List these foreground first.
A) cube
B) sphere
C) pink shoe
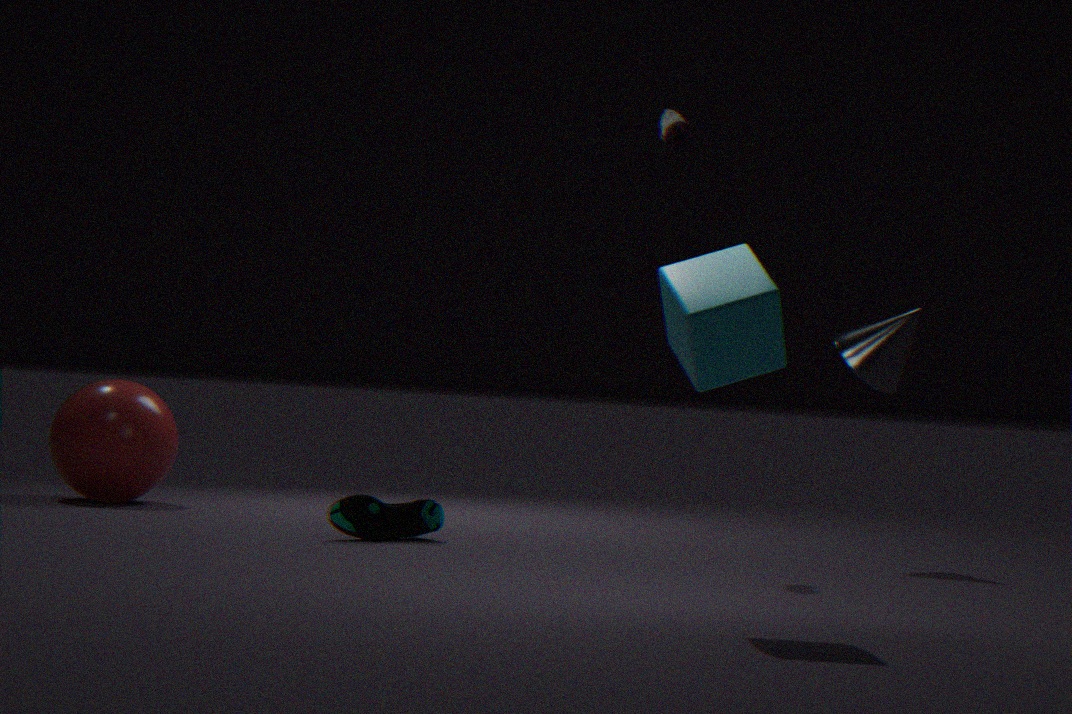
1. cube
2. pink shoe
3. sphere
